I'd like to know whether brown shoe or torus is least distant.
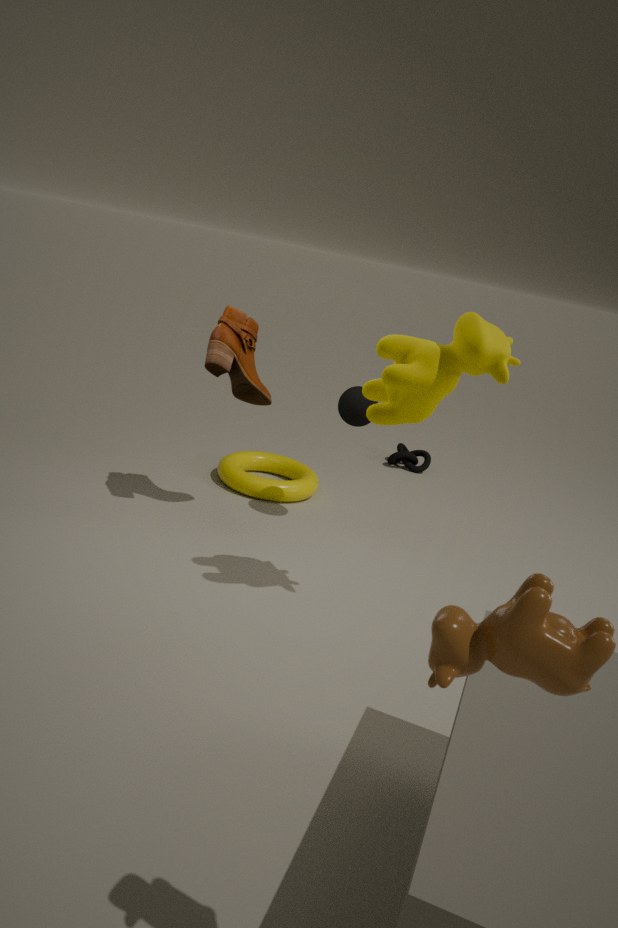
brown shoe
